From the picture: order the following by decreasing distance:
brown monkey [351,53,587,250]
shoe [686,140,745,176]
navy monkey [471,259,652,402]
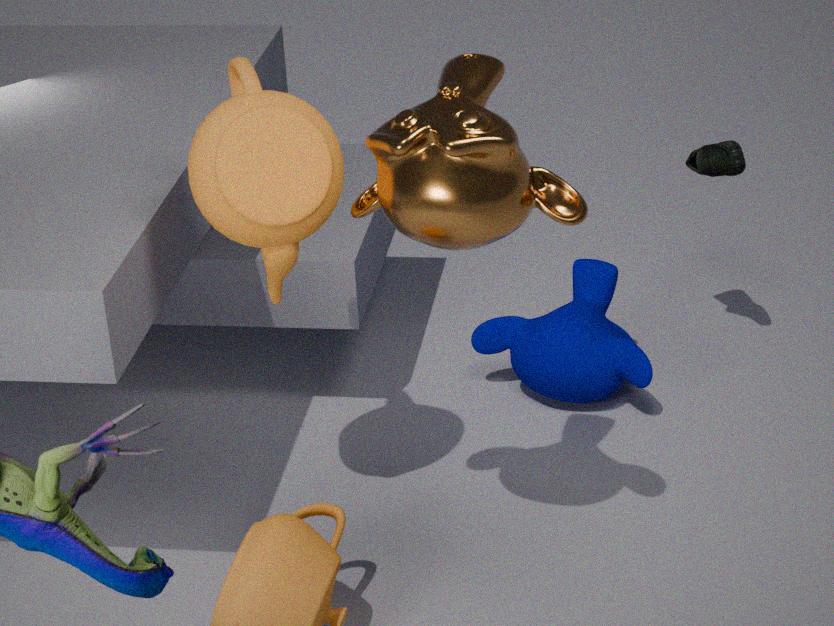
navy monkey [471,259,652,402] → shoe [686,140,745,176] → brown monkey [351,53,587,250]
